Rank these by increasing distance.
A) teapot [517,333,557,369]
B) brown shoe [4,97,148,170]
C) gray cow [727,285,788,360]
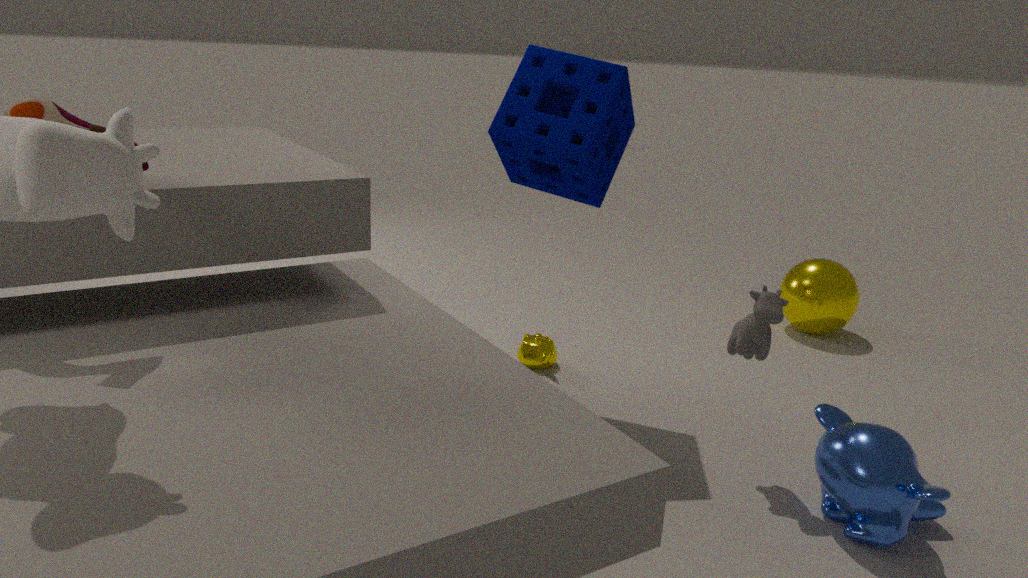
brown shoe [4,97,148,170], gray cow [727,285,788,360], teapot [517,333,557,369]
